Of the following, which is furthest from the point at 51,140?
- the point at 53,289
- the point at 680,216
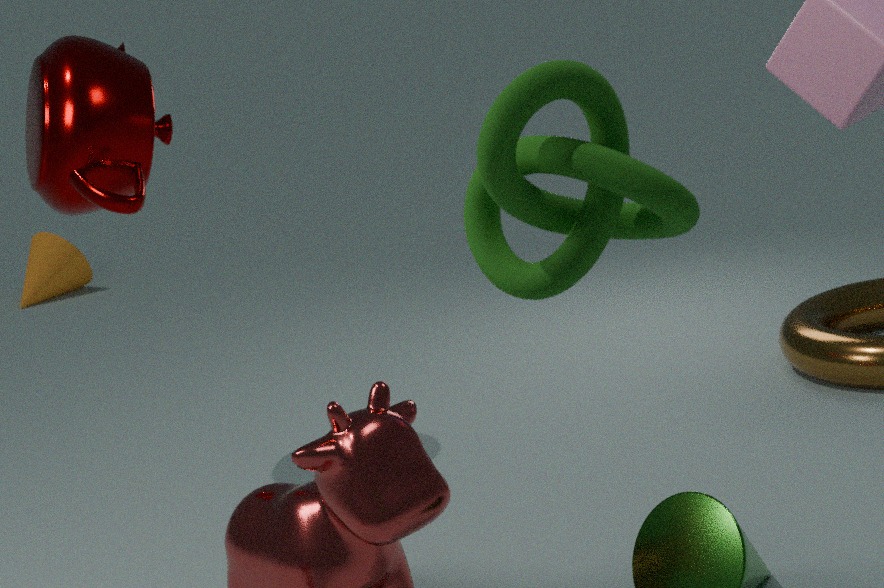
the point at 53,289
